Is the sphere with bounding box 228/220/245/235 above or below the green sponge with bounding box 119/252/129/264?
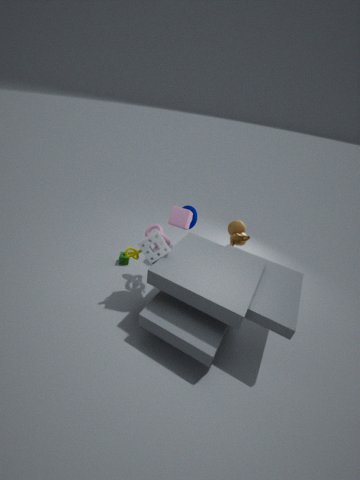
above
